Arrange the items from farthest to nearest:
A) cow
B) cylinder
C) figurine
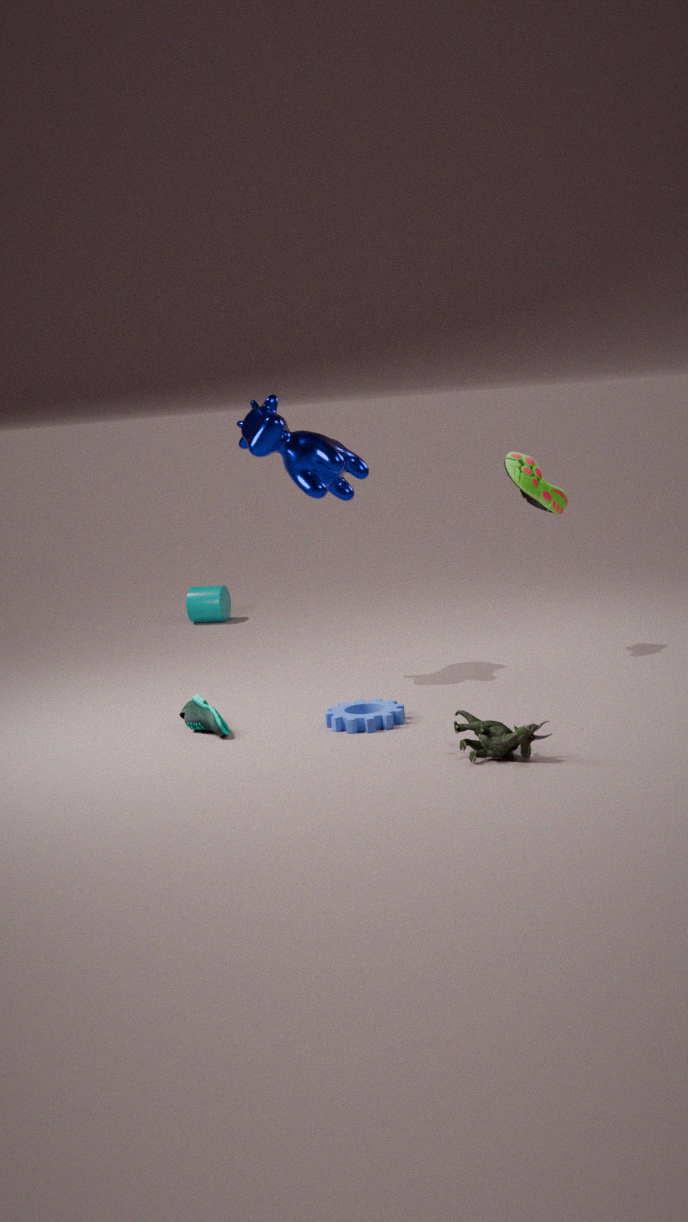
cylinder → cow → figurine
